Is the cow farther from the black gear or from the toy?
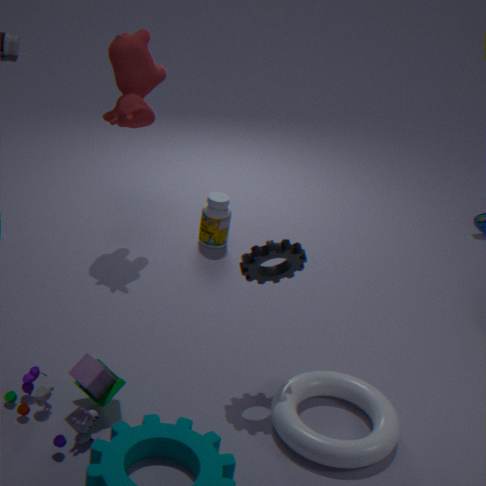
the toy
